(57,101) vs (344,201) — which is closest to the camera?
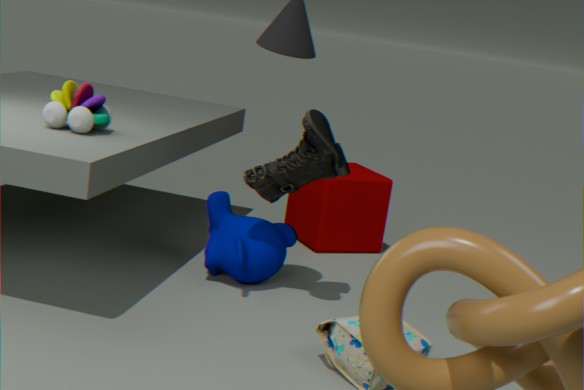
(57,101)
